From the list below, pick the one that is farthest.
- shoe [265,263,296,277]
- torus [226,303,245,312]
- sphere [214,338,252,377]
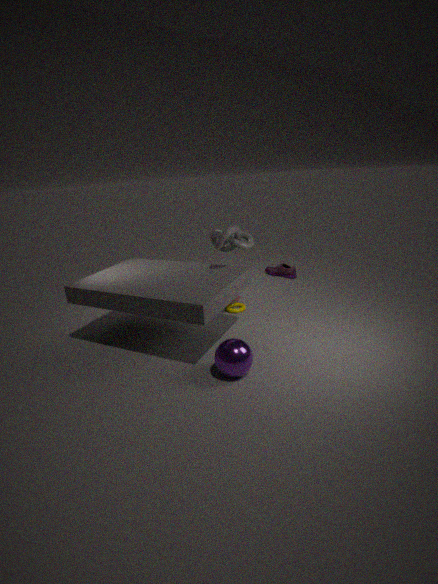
shoe [265,263,296,277]
